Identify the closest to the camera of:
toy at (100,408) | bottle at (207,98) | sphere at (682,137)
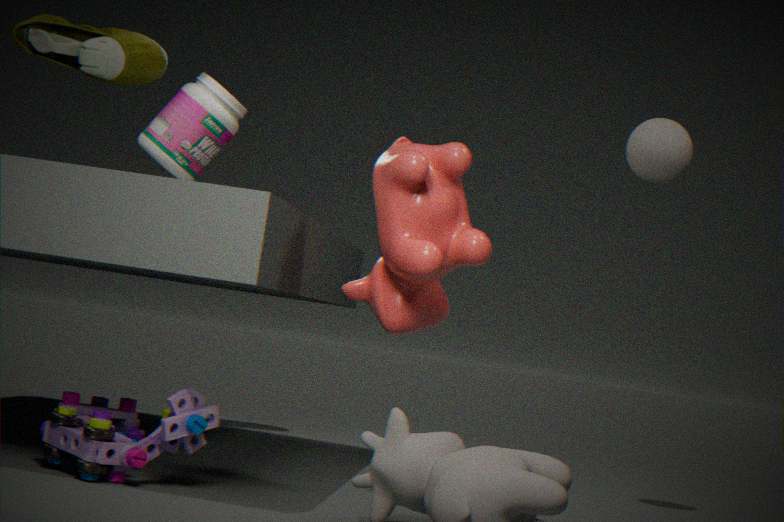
toy at (100,408)
